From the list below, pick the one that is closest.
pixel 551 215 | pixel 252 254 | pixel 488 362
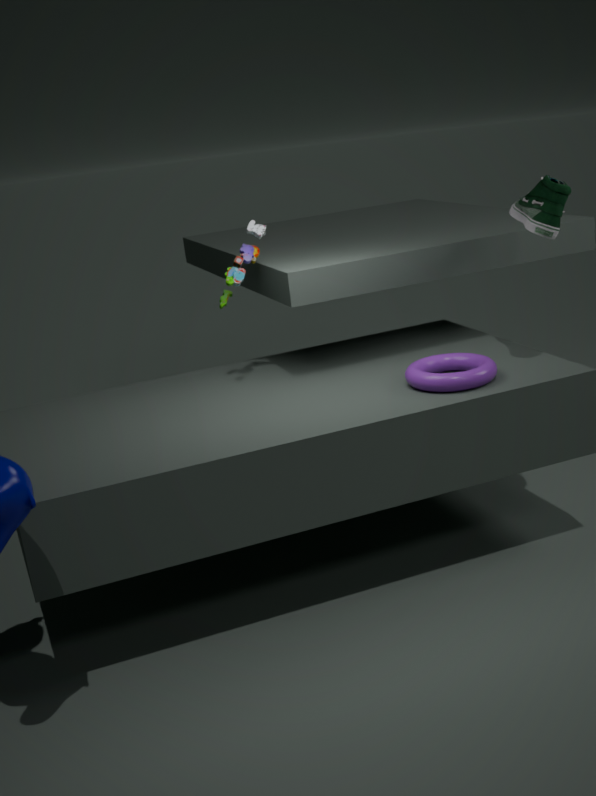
pixel 551 215
